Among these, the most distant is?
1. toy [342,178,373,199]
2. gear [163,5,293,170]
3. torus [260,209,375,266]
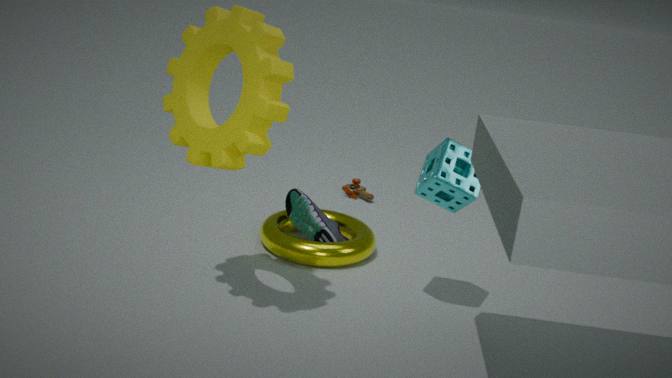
toy [342,178,373,199]
